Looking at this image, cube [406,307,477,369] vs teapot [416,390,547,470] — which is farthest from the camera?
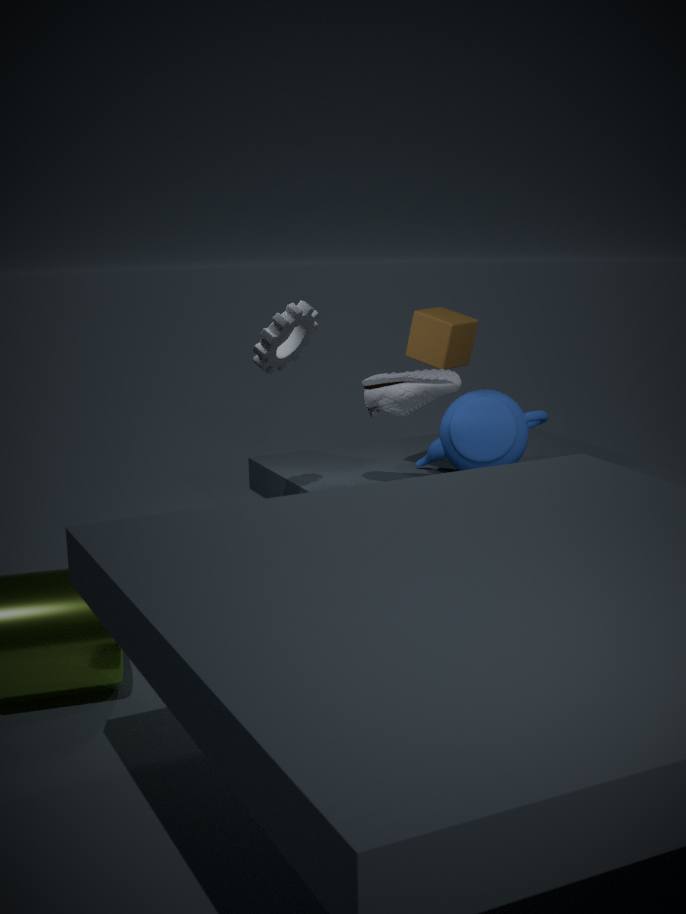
teapot [416,390,547,470]
